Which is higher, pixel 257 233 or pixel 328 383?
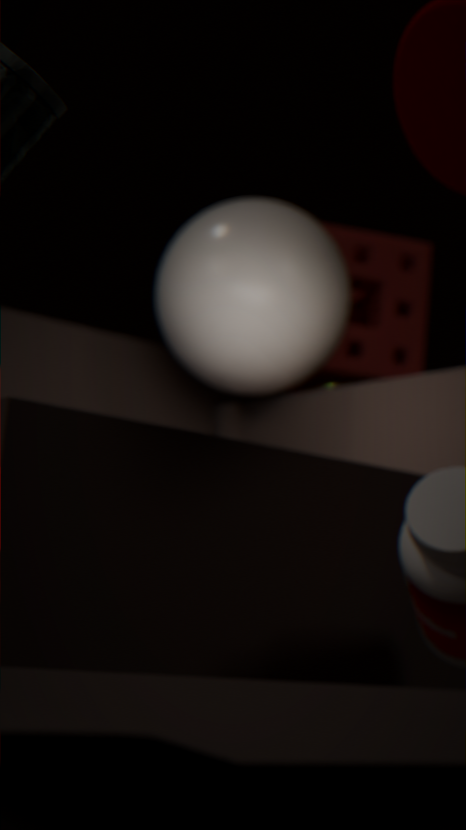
pixel 257 233
